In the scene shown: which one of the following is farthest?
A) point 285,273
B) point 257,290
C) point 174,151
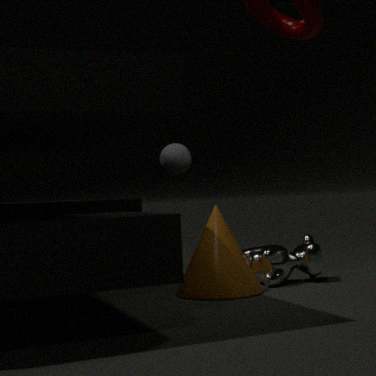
point 174,151
